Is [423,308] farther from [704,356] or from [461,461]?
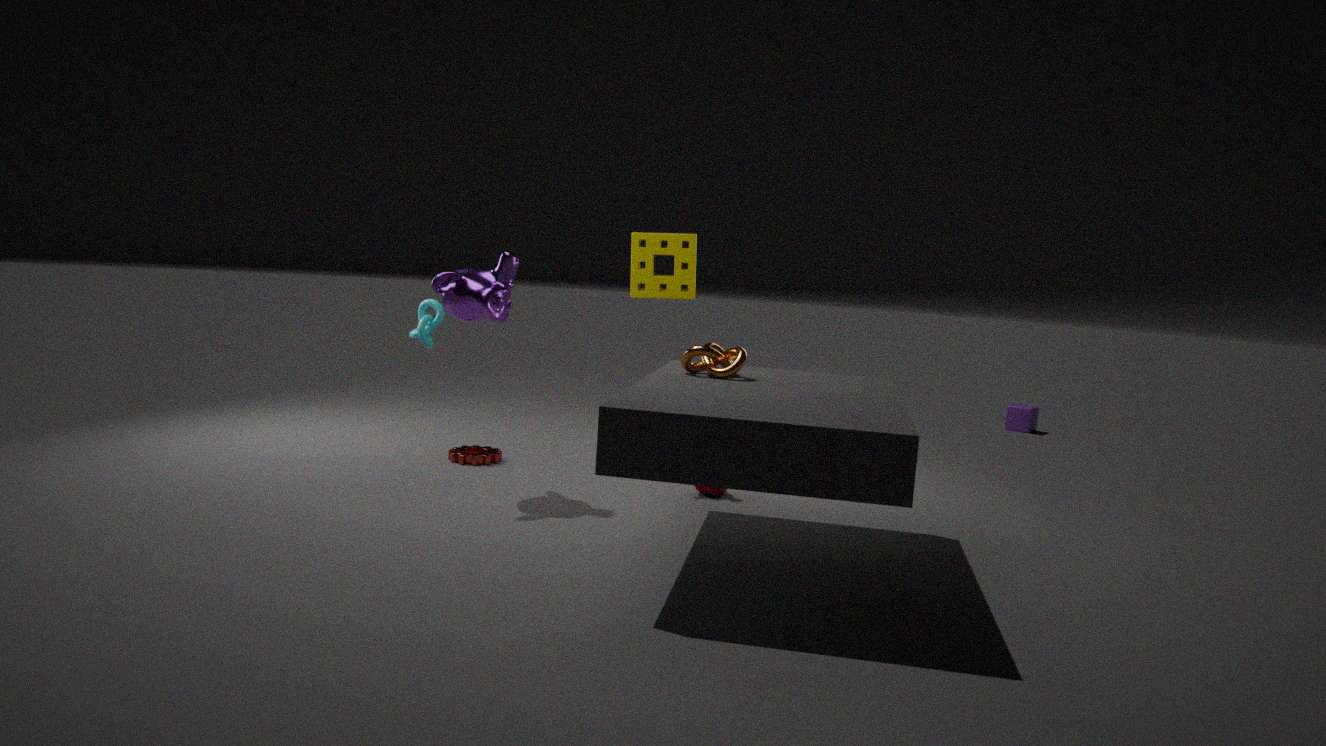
[704,356]
